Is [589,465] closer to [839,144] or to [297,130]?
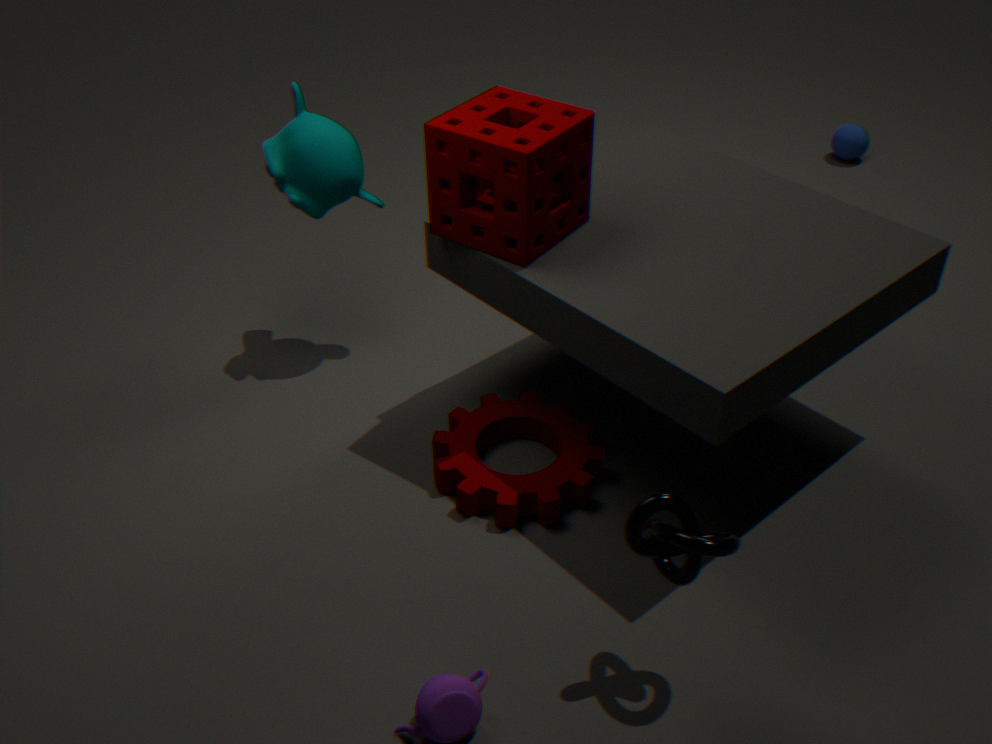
[297,130]
